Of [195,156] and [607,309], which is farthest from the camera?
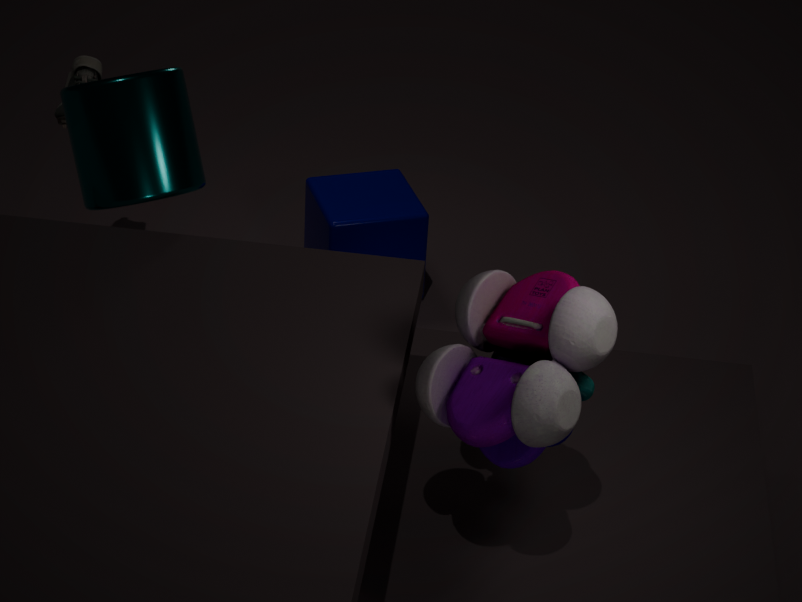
[195,156]
